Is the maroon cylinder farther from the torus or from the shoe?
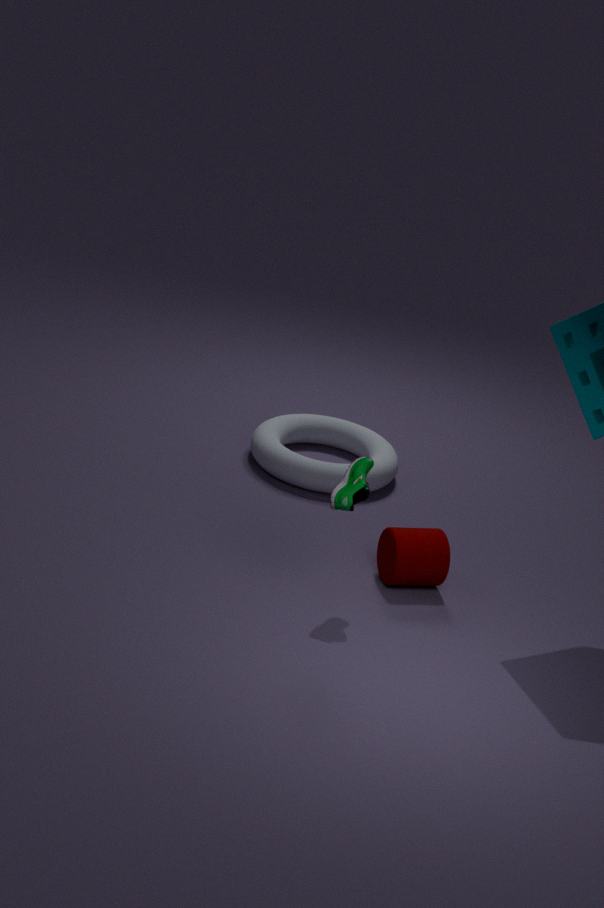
the torus
